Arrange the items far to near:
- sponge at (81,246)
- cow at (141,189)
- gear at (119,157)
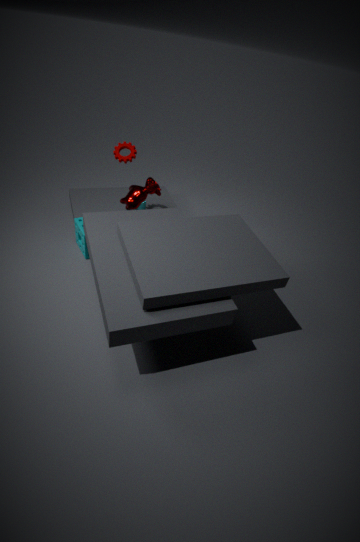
gear at (119,157), cow at (141,189), sponge at (81,246)
